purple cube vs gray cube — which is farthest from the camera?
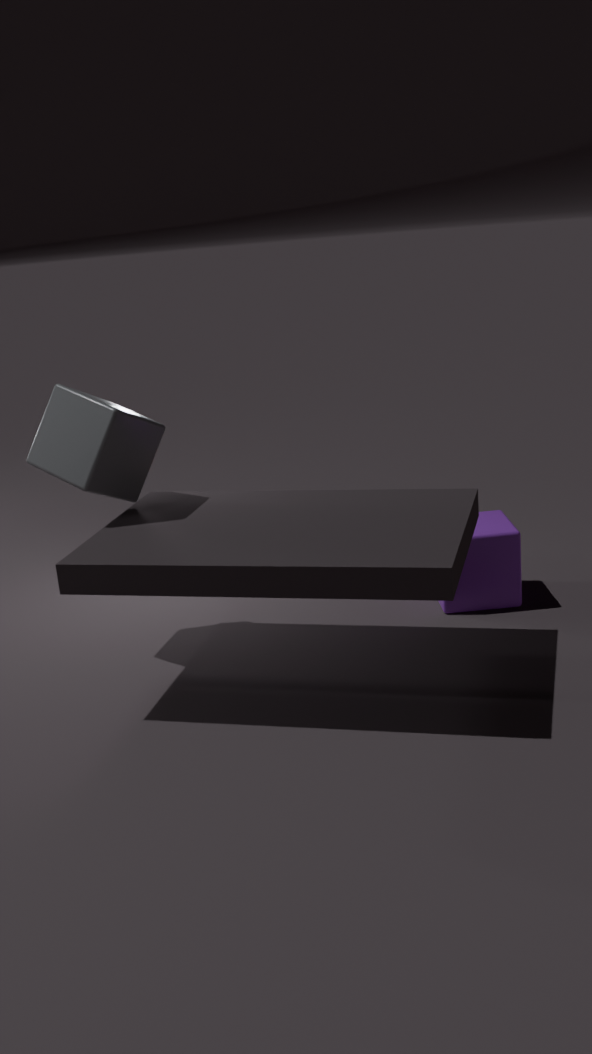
purple cube
